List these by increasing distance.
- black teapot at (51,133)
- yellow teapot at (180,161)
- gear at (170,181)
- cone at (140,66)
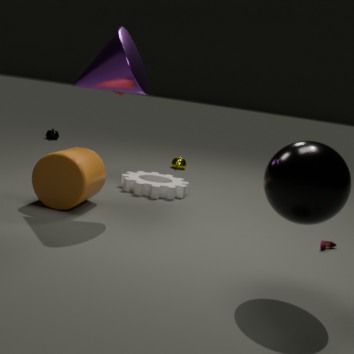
cone at (140,66), gear at (170,181), yellow teapot at (180,161), black teapot at (51,133)
